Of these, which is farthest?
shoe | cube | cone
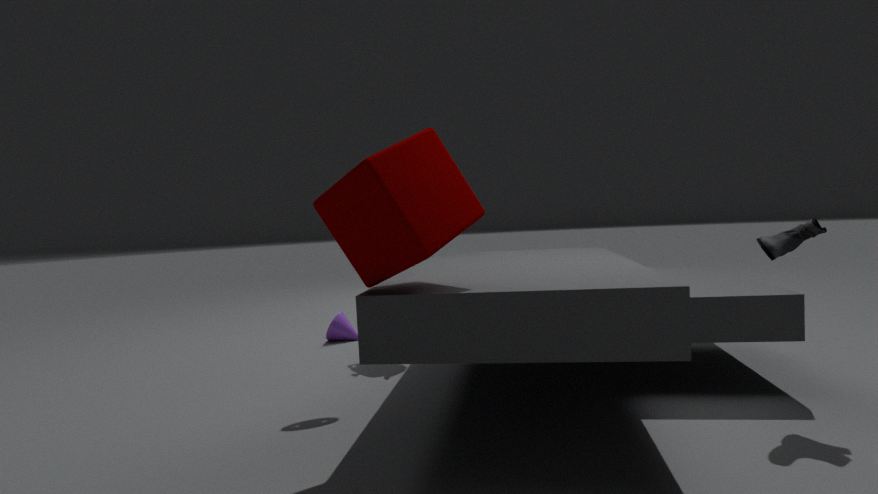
cone
